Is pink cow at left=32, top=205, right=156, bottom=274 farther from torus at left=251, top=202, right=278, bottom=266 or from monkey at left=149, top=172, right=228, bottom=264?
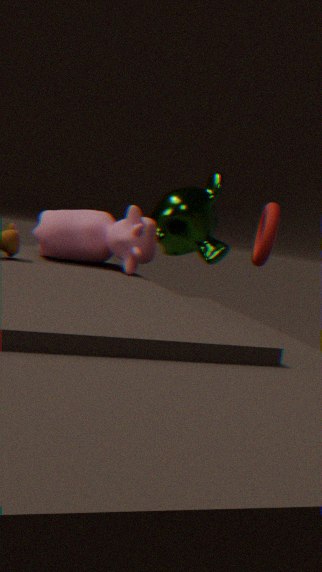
torus at left=251, top=202, right=278, bottom=266
